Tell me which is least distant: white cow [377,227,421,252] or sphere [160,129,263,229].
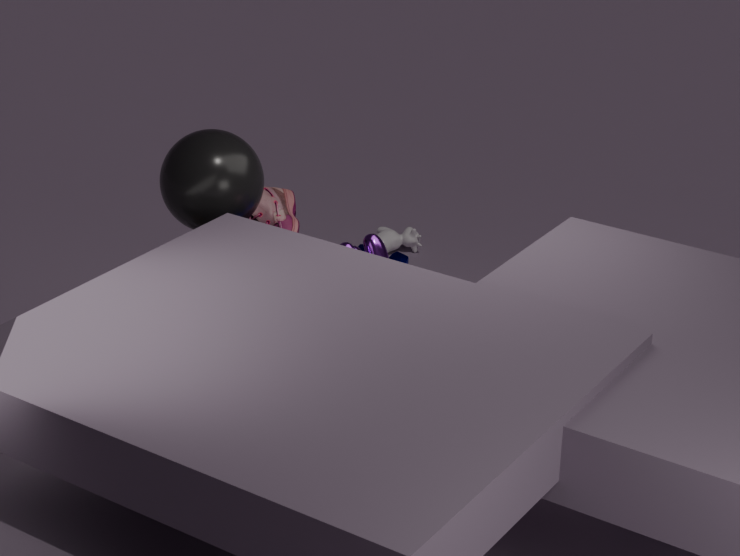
sphere [160,129,263,229]
